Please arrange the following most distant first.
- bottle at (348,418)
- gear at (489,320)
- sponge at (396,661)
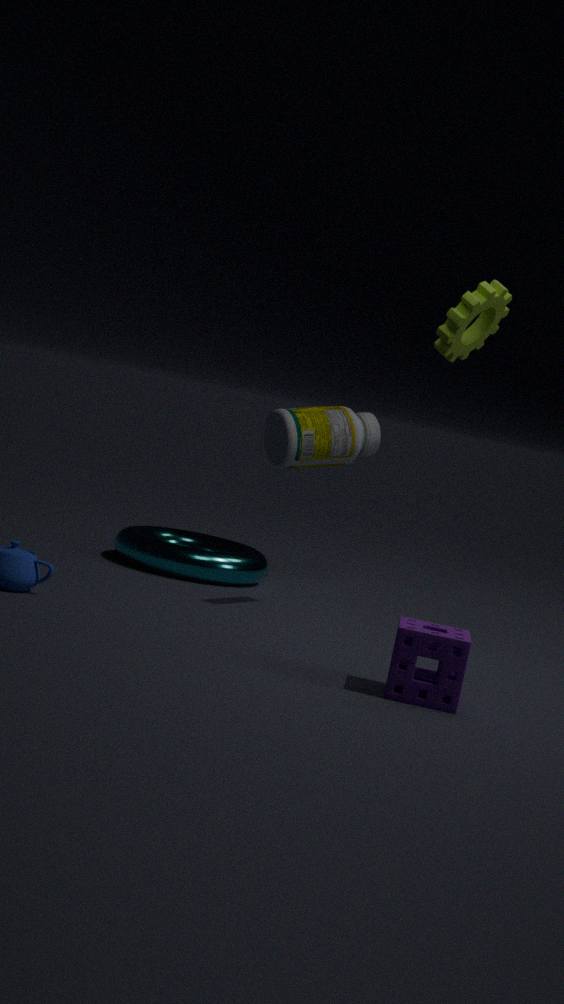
bottle at (348,418)
gear at (489,320)
sponge at (396,661)
